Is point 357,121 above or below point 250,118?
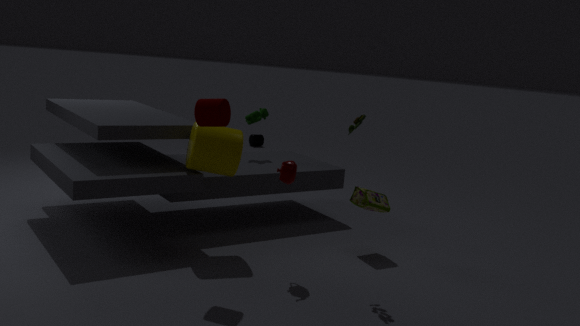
above
